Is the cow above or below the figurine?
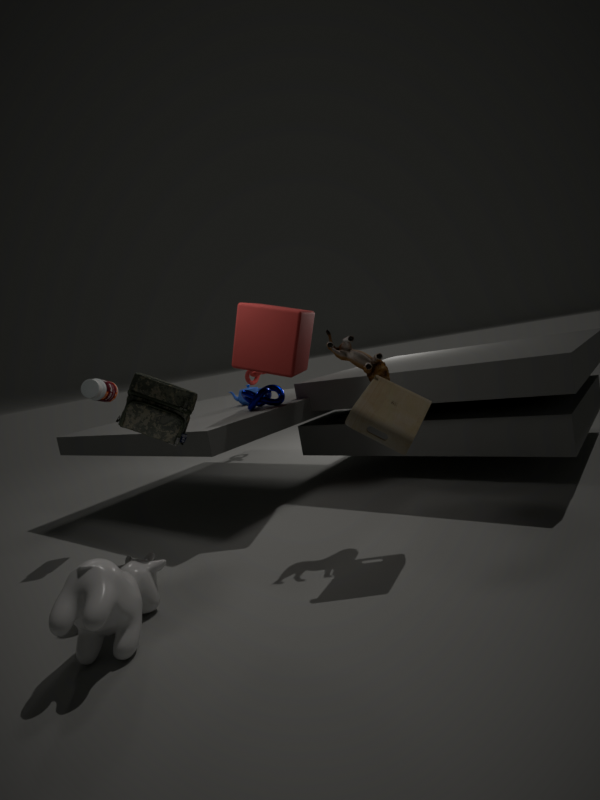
below
